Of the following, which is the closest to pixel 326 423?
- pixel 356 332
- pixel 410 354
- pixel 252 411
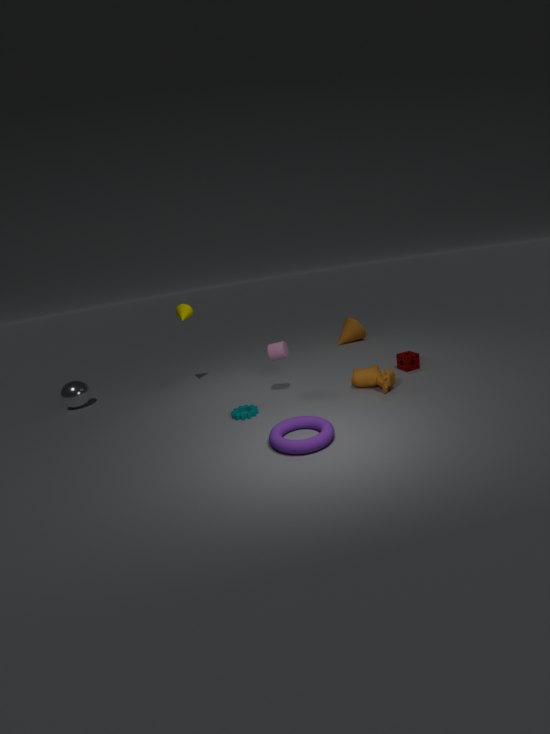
pixel 252 411
